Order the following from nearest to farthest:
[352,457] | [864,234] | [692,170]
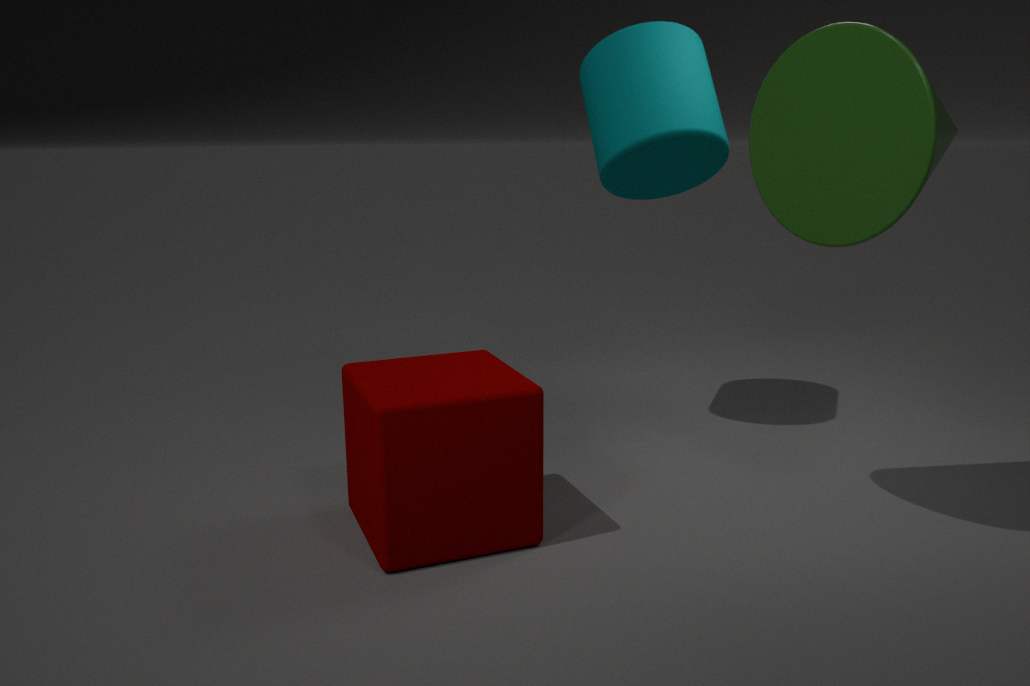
[864,234], [352,457], [692,170]
